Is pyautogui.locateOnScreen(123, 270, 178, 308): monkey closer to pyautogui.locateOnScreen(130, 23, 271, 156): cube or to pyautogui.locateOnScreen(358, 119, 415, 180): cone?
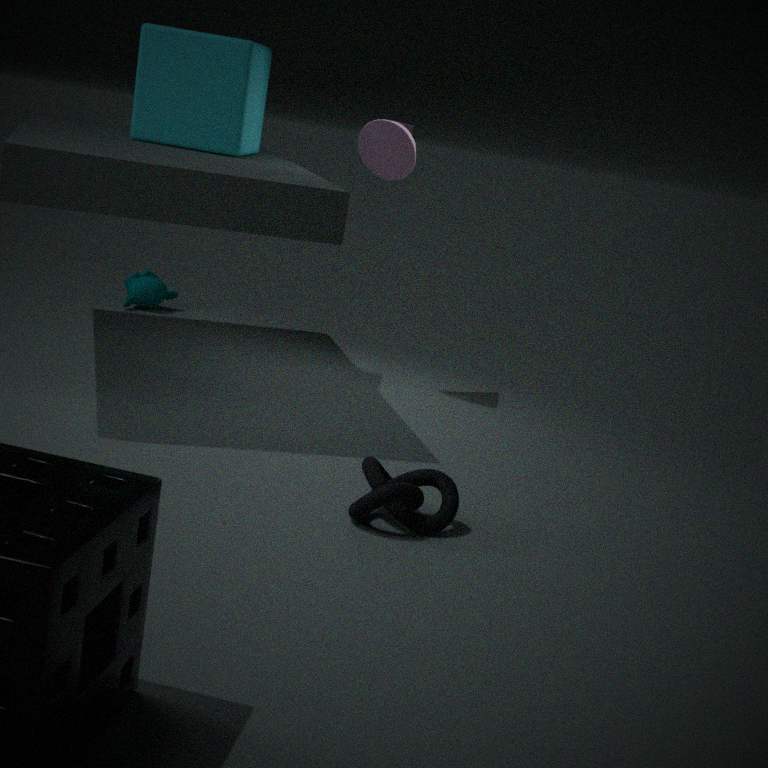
pyautogui.locateOnScreen(130, 23, 271, 156): cube
